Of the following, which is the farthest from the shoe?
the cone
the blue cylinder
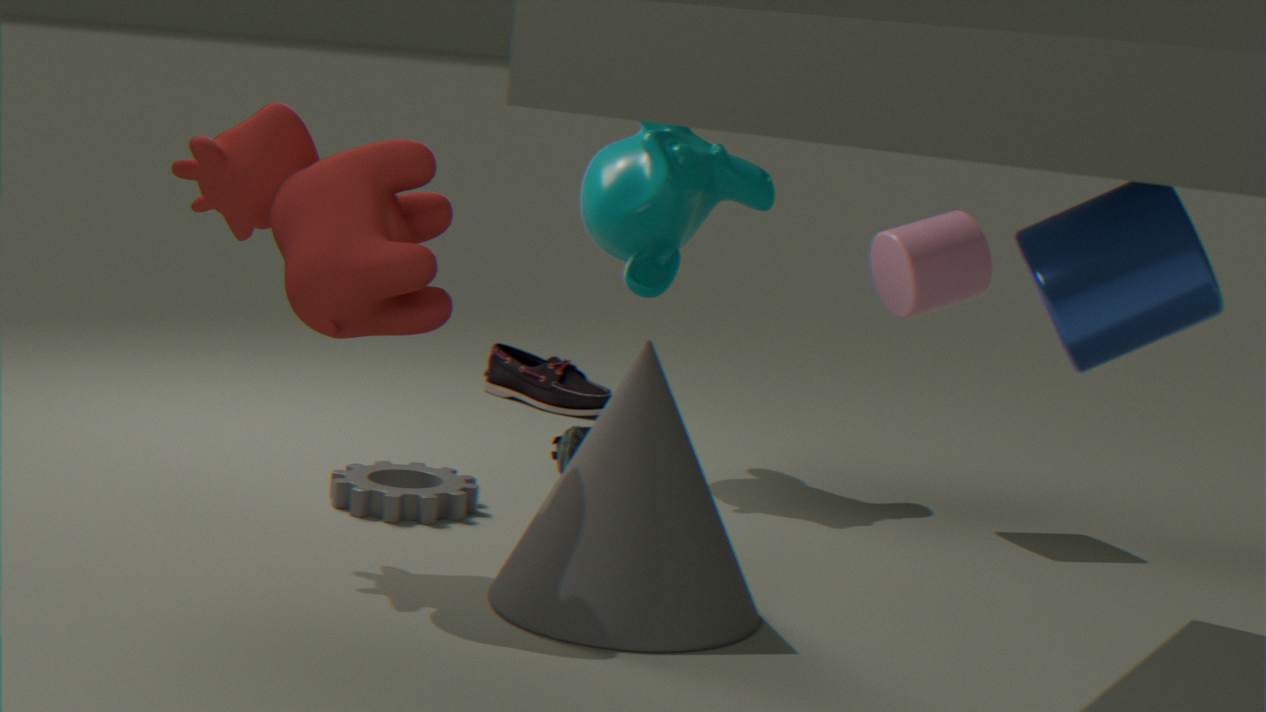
the blue cylinder
